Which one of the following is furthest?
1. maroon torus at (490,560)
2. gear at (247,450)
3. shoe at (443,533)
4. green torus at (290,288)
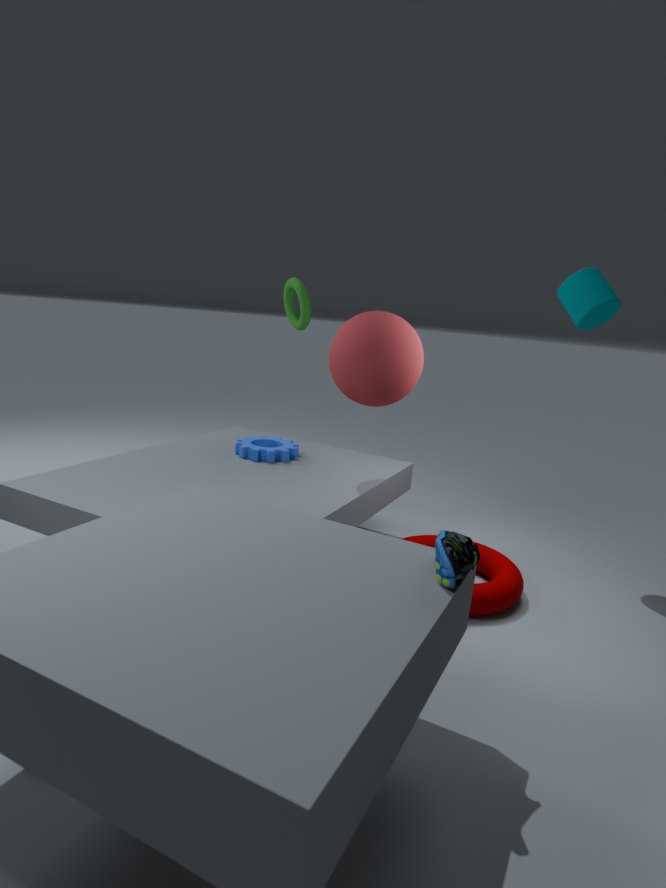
green torus at (290,288)
